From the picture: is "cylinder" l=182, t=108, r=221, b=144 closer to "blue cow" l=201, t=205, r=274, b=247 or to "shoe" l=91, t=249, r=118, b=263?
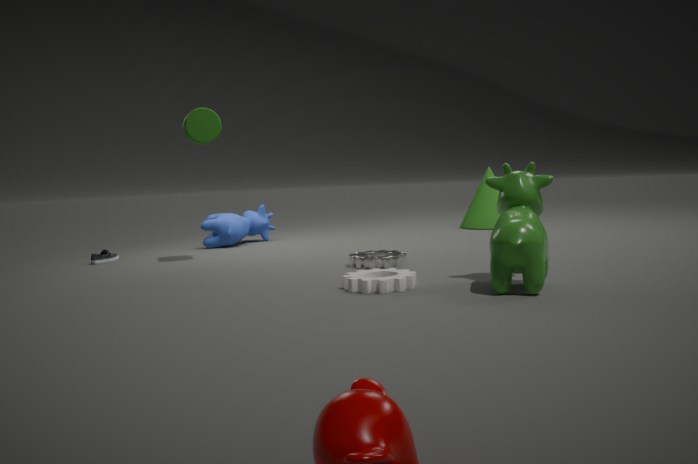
"blue cow" l=201, t=205, r=274, b=247
